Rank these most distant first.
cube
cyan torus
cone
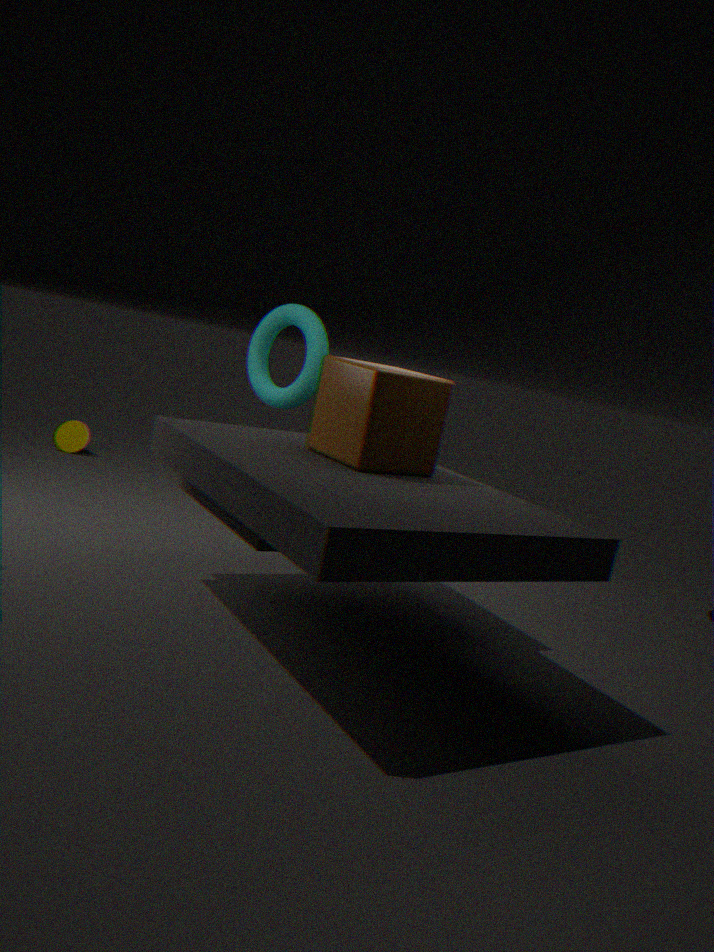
cone < cyan torus < cube
